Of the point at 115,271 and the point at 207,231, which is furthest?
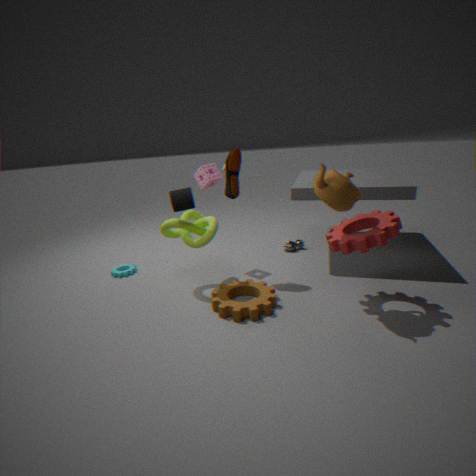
the point at 115,271
